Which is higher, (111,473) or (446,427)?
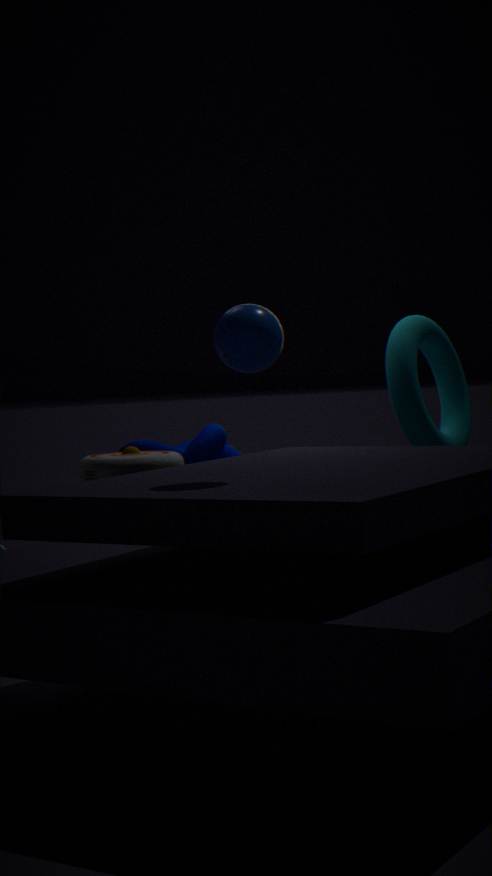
(446,427)
